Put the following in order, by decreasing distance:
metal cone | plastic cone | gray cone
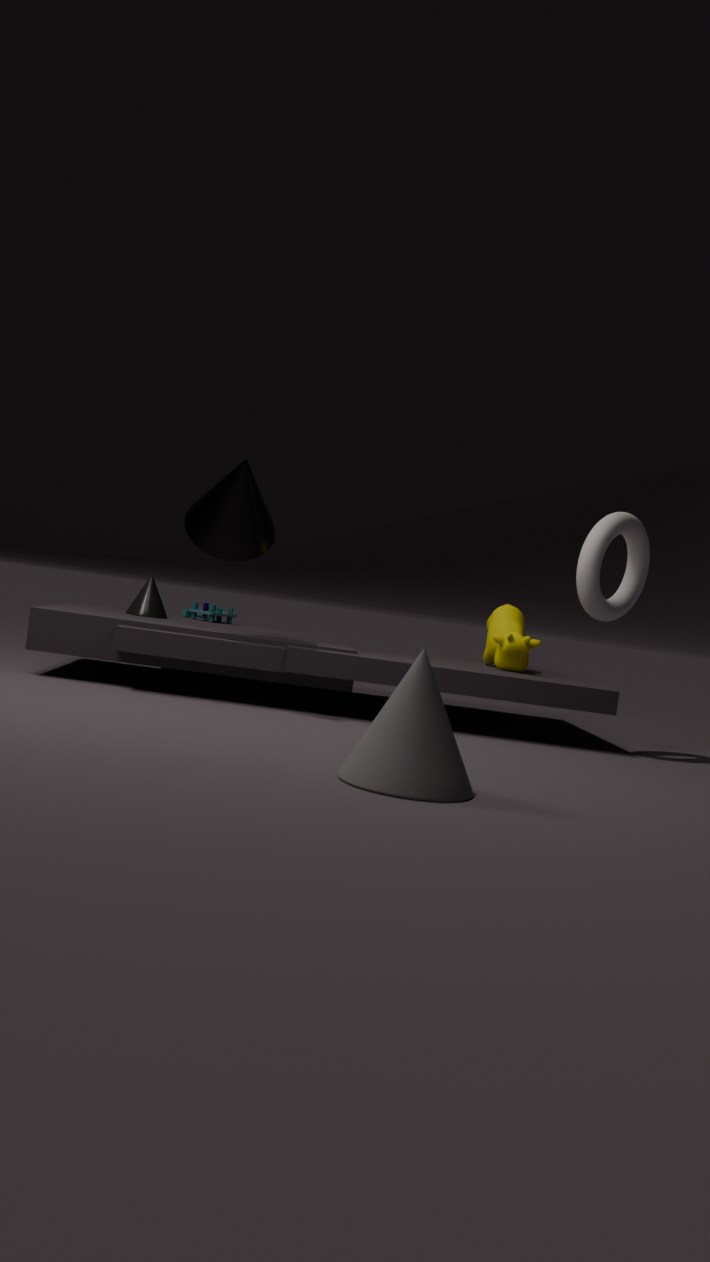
1. plastic cone
2. metal cone
3. gray cone
